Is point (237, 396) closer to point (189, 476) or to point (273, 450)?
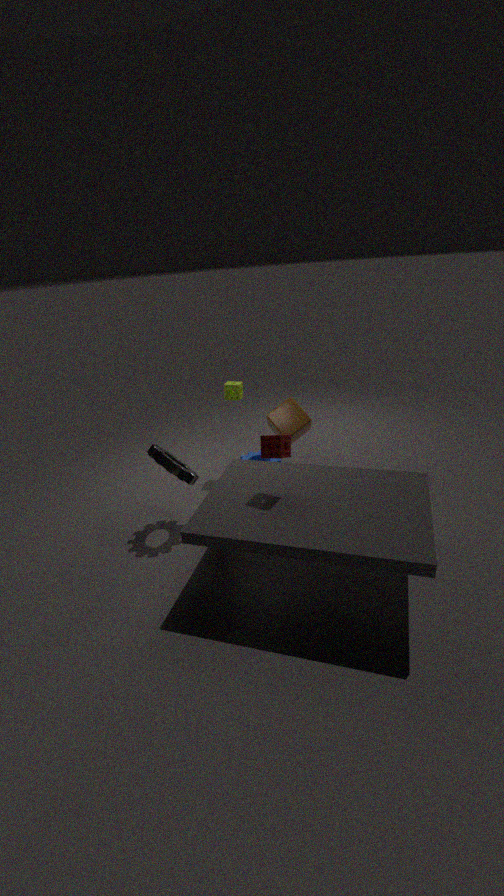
point (189, 476)
